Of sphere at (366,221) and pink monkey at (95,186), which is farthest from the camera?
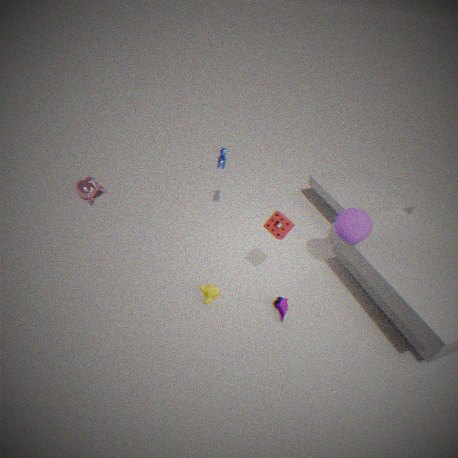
pink monkey at (95,186)
